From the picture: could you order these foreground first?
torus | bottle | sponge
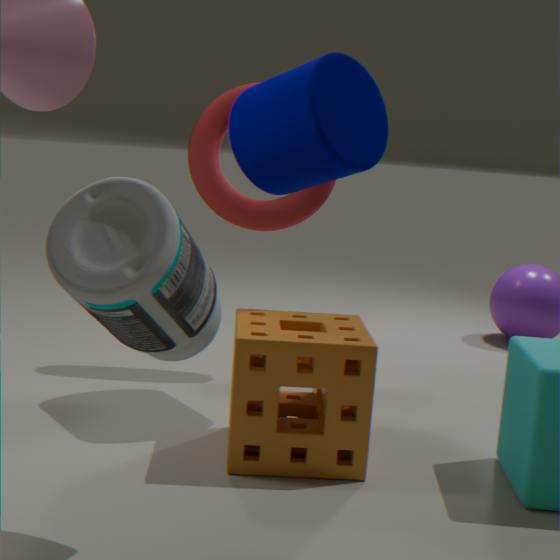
bottle, sponge, torus
